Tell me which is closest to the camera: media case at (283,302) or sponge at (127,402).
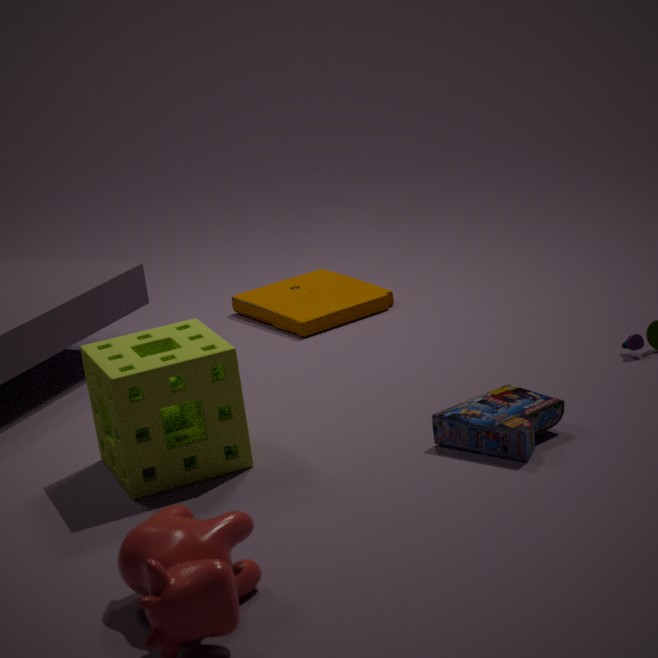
sponge at (127,402)
